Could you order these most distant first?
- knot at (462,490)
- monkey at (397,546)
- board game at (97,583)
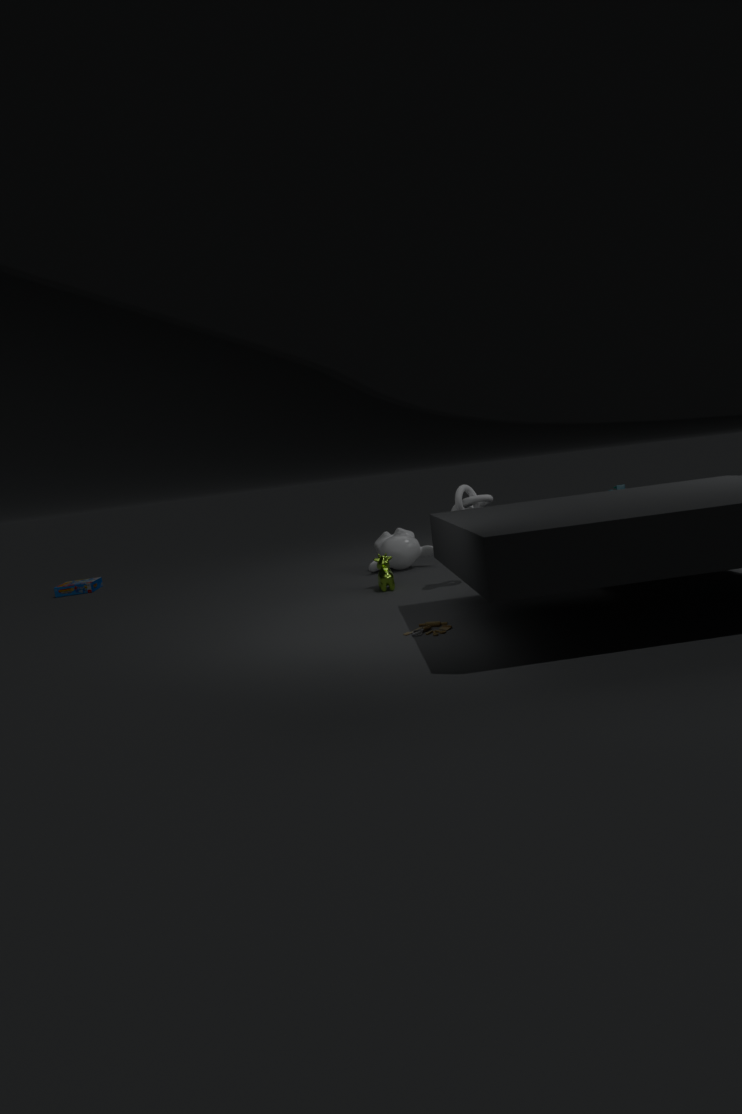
board game at (97,583)
monkey at (397,546)
knot at (462,490)
